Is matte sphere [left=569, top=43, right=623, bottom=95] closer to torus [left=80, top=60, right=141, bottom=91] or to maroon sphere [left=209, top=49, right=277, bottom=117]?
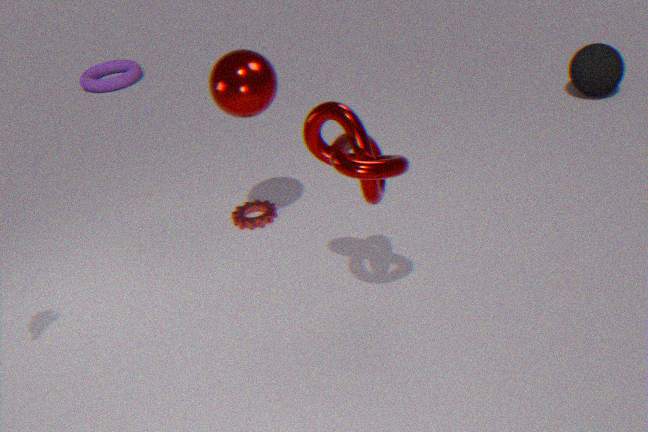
maroon sphere [left=209, top=49, right=277, bottom=117]
